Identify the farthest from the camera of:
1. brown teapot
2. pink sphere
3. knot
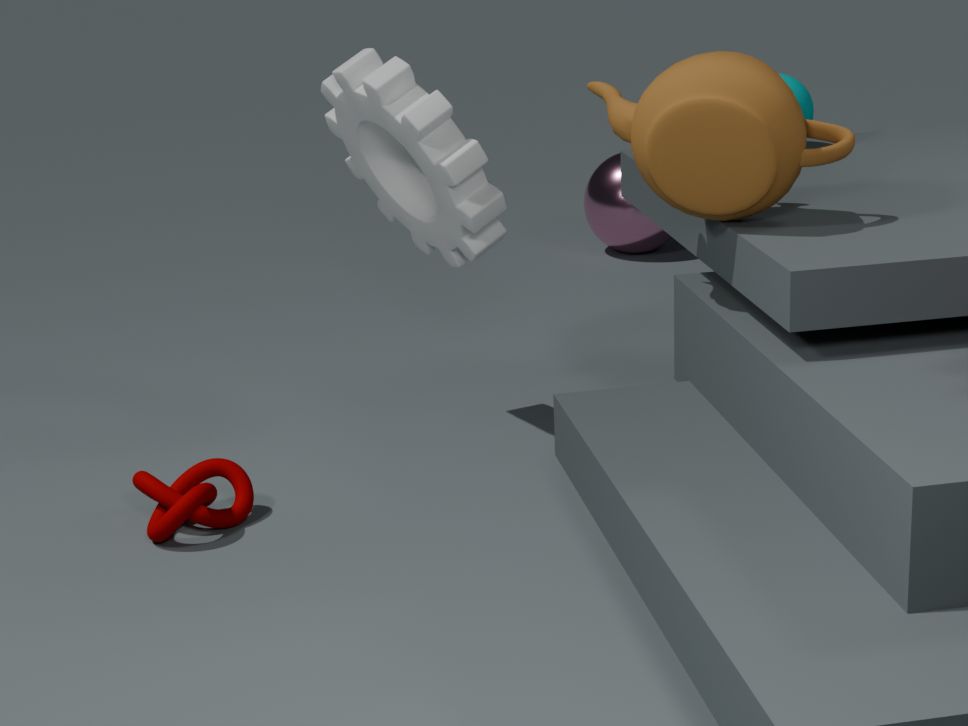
pink sphere
